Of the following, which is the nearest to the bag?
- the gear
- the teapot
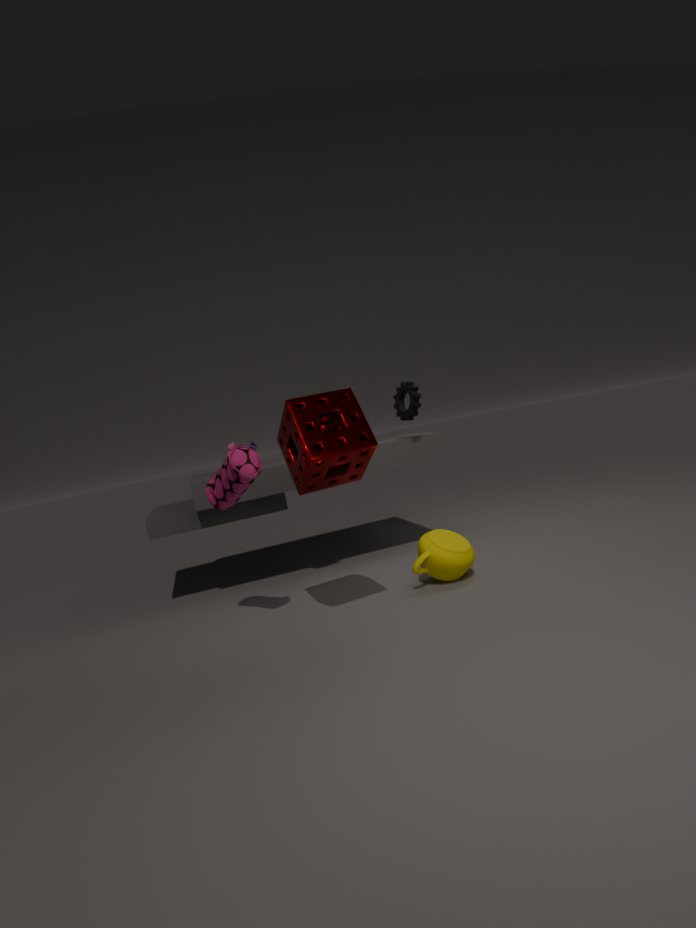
the teapot
